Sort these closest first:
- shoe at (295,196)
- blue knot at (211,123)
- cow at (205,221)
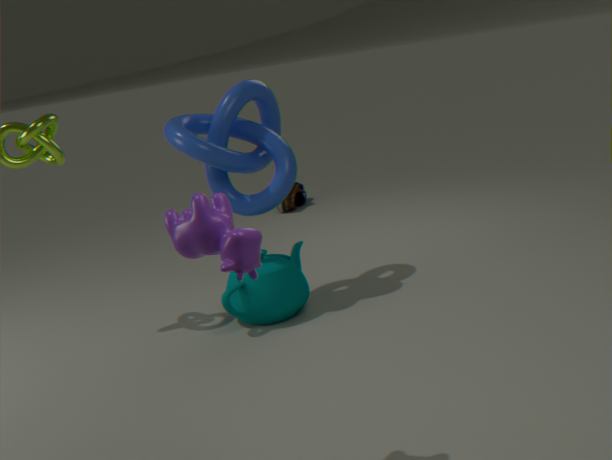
1. cow at (205,221)
2. blue knot at (211,123)
3. shoe at (295,196)
